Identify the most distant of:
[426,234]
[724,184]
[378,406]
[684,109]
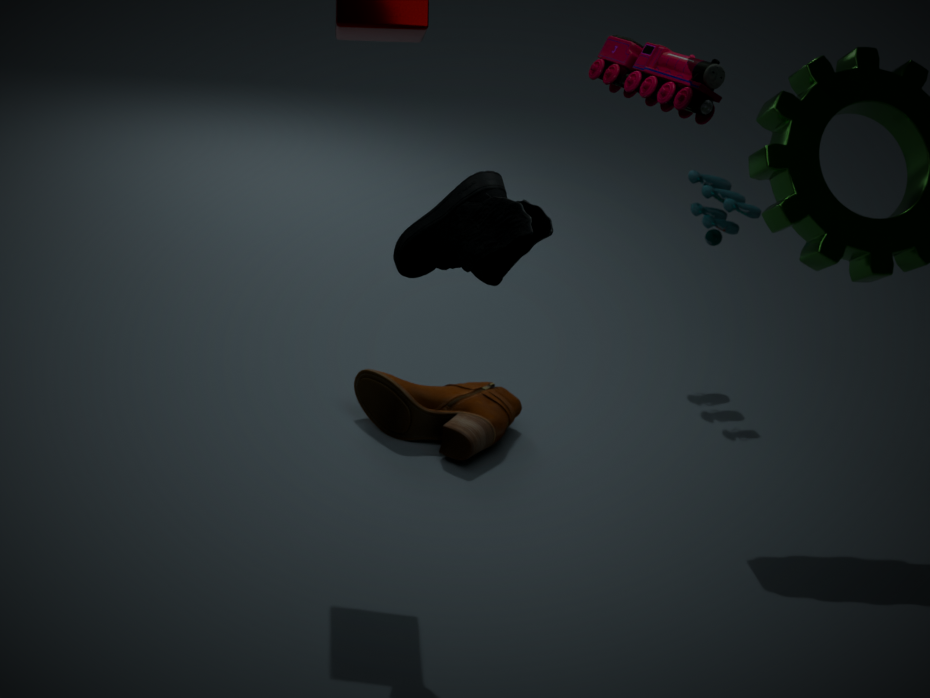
[724,184]
